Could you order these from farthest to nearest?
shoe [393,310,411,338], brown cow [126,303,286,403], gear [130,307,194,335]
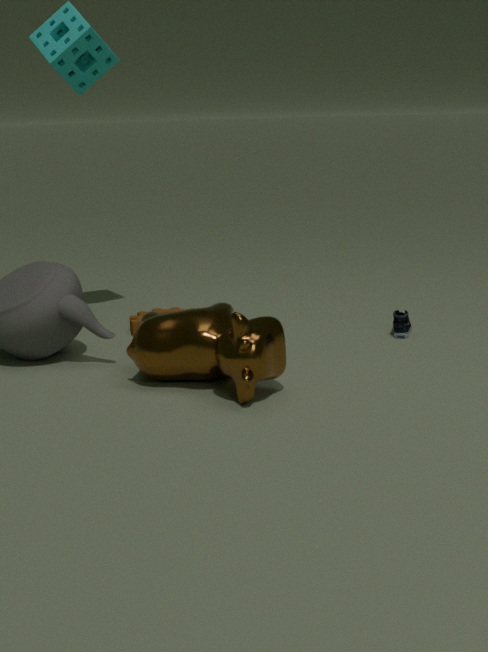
1. gear [130,307,194,335]
2. shoe [393,310,411,338]
3. brown cow [126,303,286,403]
